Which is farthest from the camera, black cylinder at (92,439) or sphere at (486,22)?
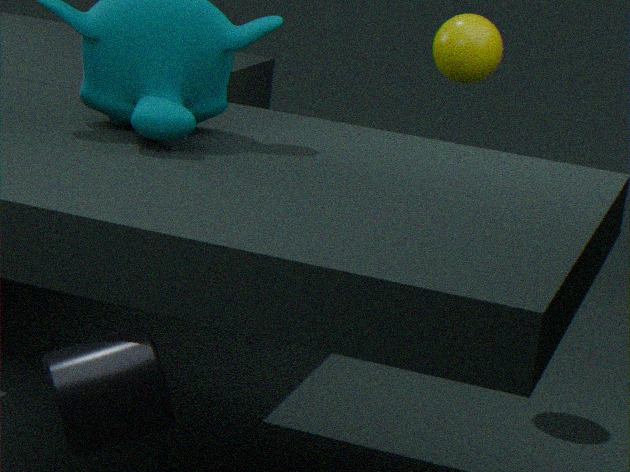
sphere at (486,22)
